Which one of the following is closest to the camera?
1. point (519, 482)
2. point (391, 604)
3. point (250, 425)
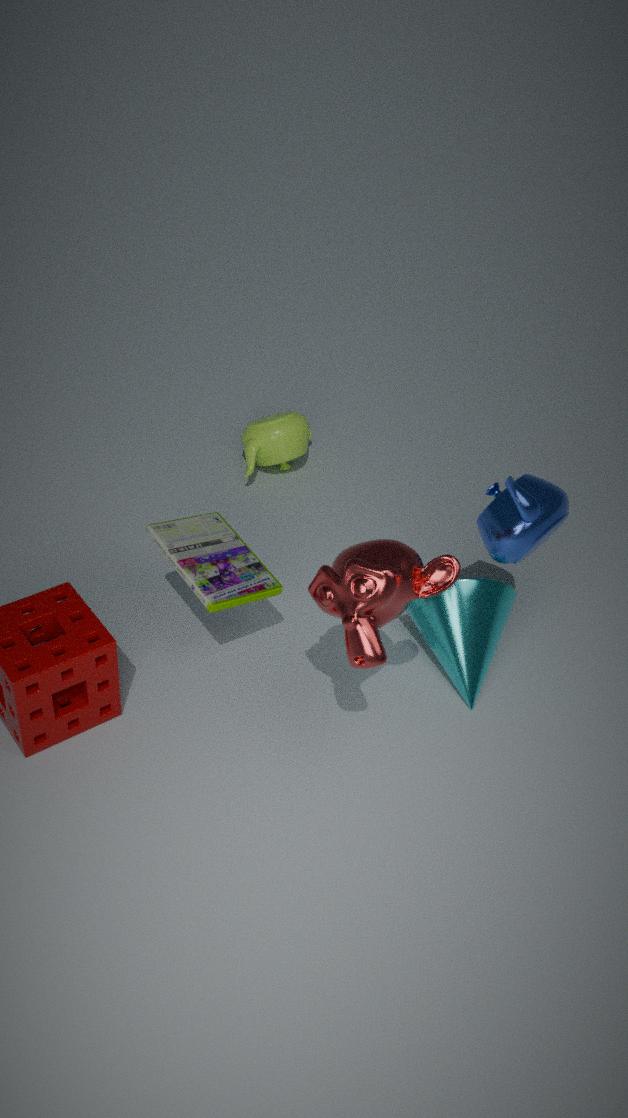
point (391, 604)
